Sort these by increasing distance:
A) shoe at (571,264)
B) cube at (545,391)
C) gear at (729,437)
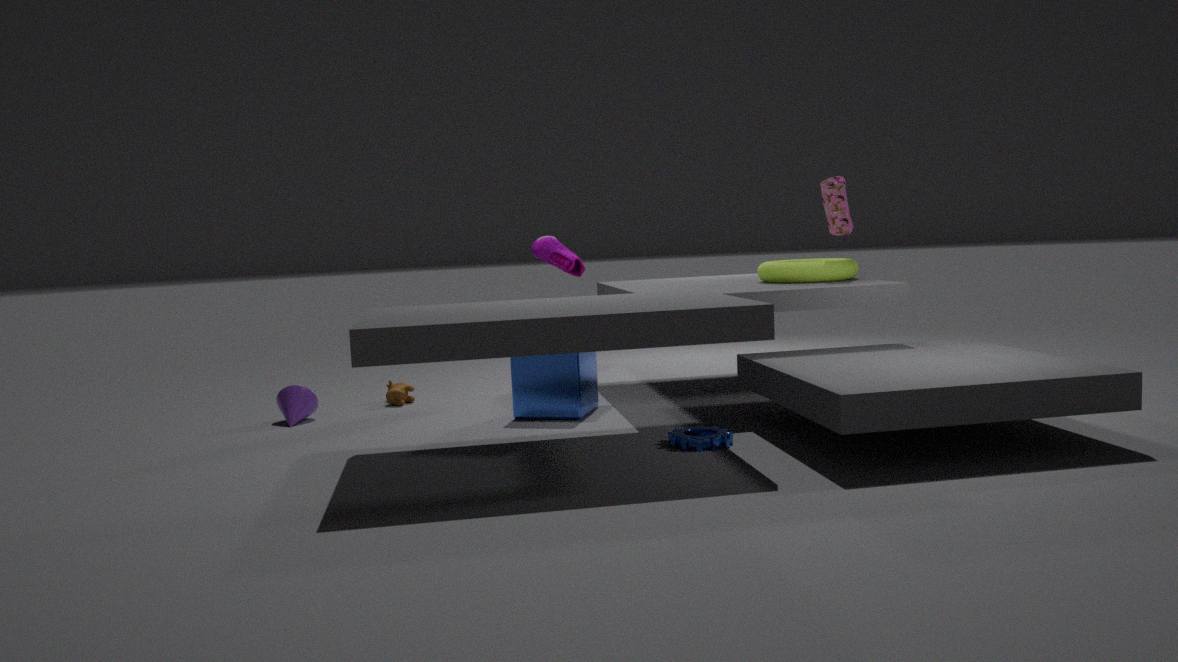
gear at (729,437)
cube at (545,391)
shoe at (571,264)
